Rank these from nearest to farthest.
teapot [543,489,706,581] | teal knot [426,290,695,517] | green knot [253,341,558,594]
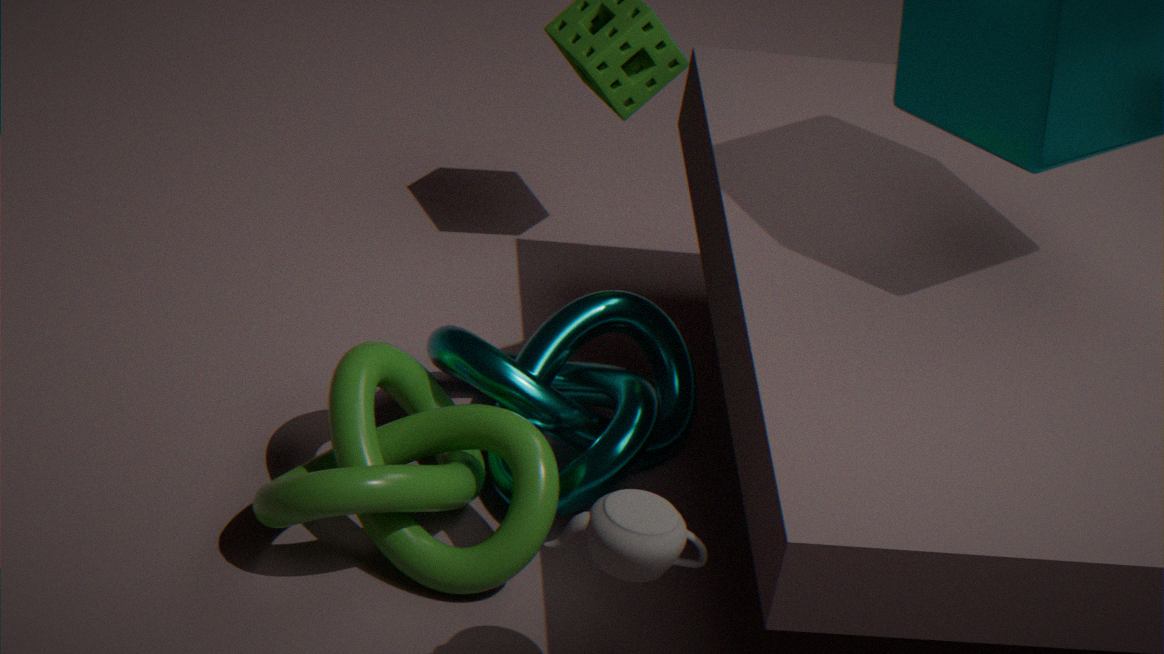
teapot [543,489,706,581] < green knot [253,341,558,594] < teal knot [426,290,695,517]
